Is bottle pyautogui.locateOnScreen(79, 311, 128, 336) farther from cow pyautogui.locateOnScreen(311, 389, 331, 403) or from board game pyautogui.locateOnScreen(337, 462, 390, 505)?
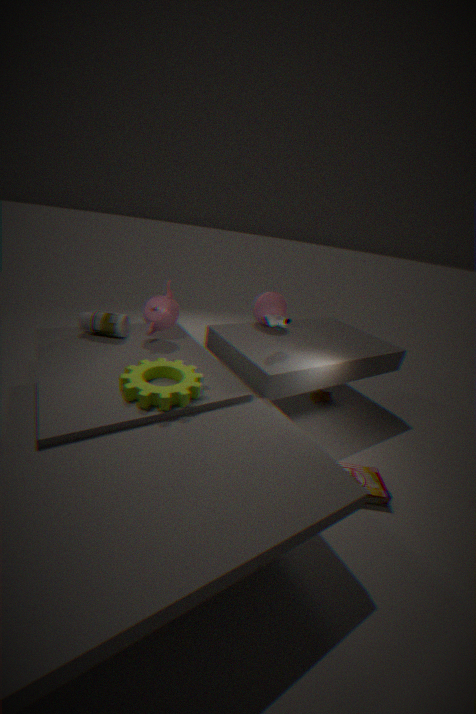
board game pyautogui.locateOnScreen(337, 462, 390, 505)
